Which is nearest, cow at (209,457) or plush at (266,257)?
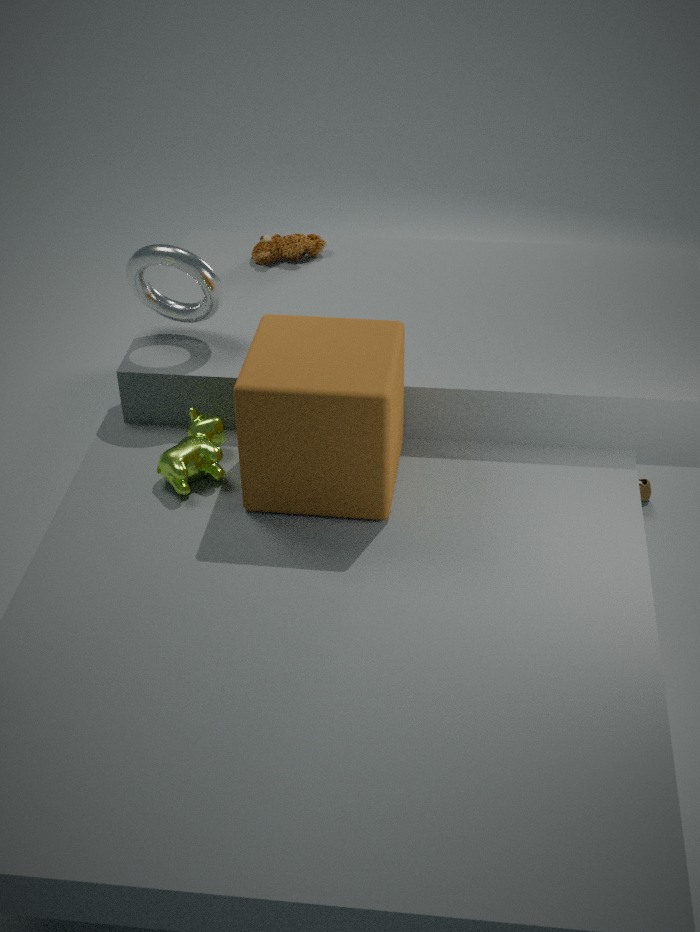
cow at (209,457)
